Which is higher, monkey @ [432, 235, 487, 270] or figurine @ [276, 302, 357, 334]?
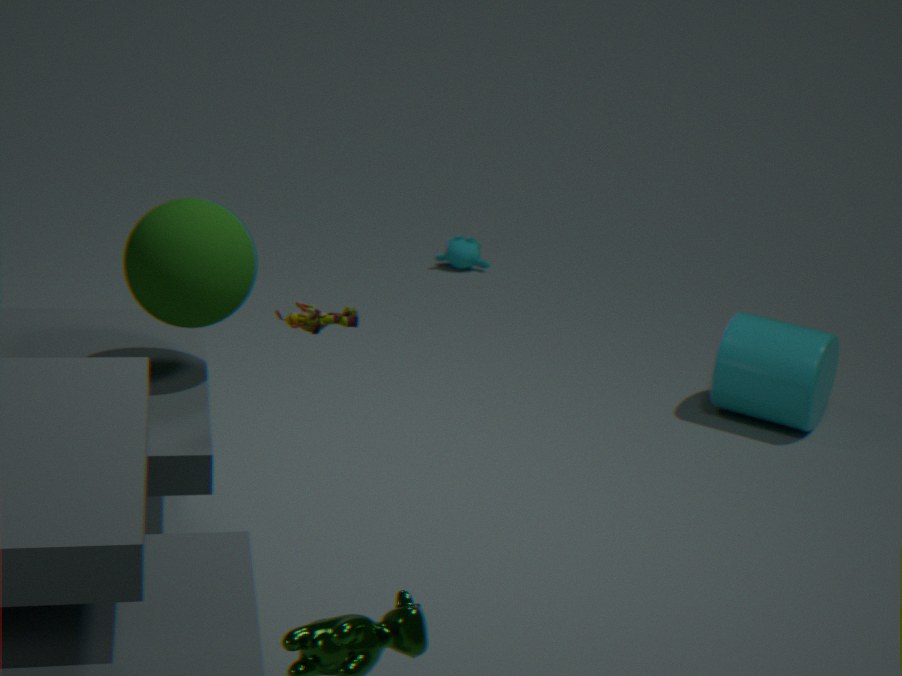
figurine @ [276, 302, 357, 334]
